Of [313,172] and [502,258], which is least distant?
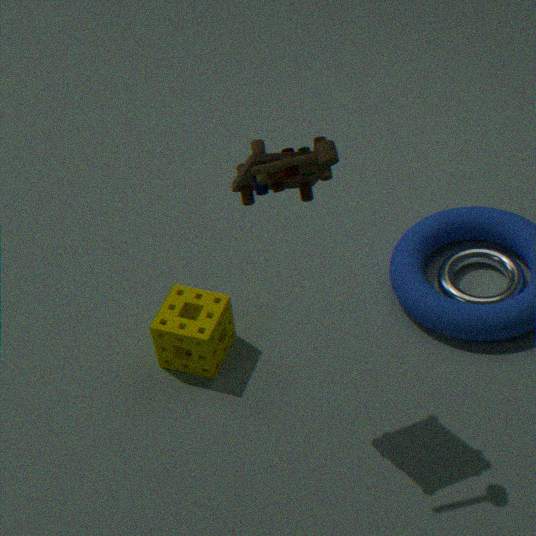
[313,172]
